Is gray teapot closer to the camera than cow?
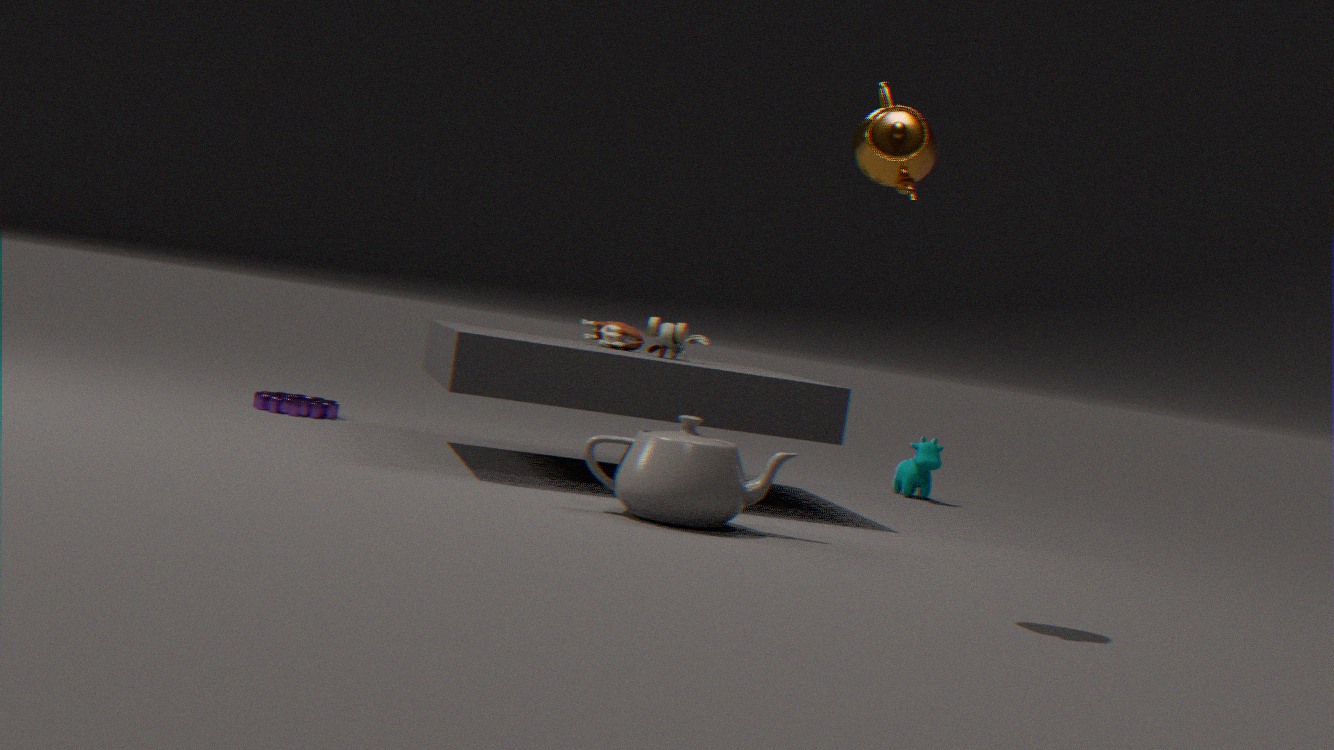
Yes
